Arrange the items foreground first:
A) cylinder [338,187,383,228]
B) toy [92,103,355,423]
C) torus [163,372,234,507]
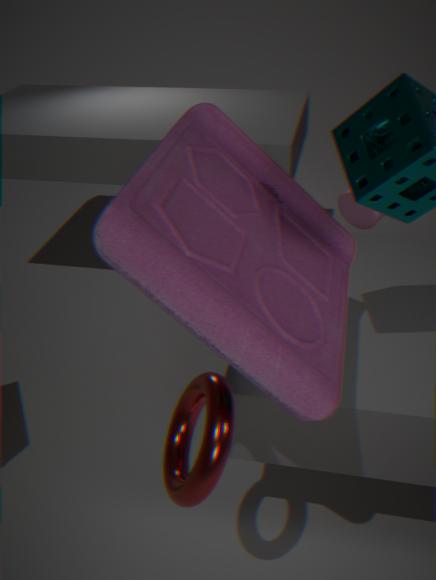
toy [92,103,355,423] → torus [163,372,234,507] → cylinder [338,187,383,228]
